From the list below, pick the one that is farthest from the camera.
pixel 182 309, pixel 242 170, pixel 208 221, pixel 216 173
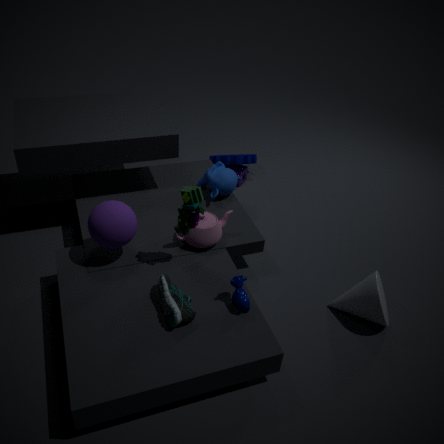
pixel 242 170
